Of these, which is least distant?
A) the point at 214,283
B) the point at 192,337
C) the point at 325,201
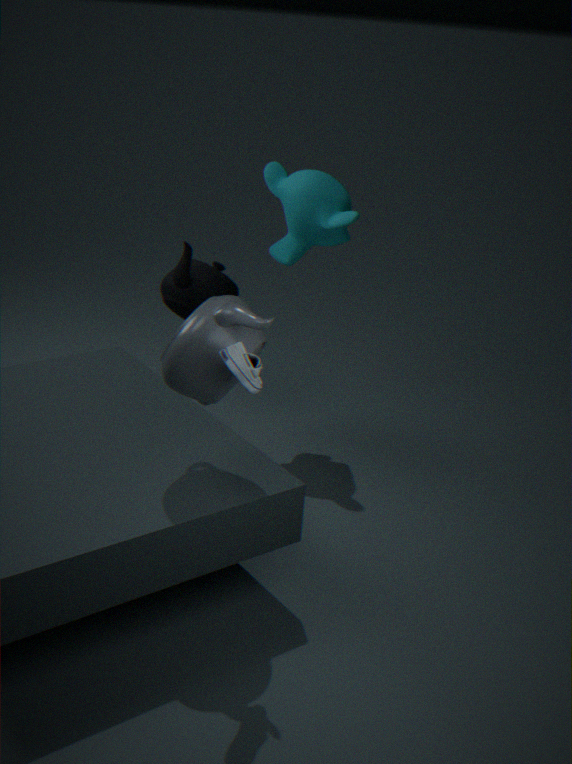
the point at 192,337
